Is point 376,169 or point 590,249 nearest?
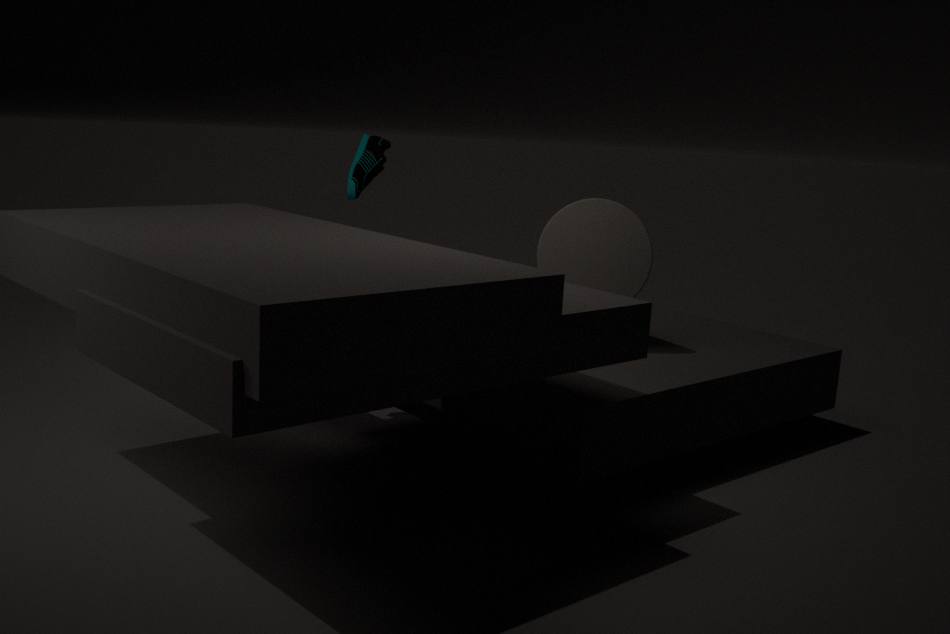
point 590,249
